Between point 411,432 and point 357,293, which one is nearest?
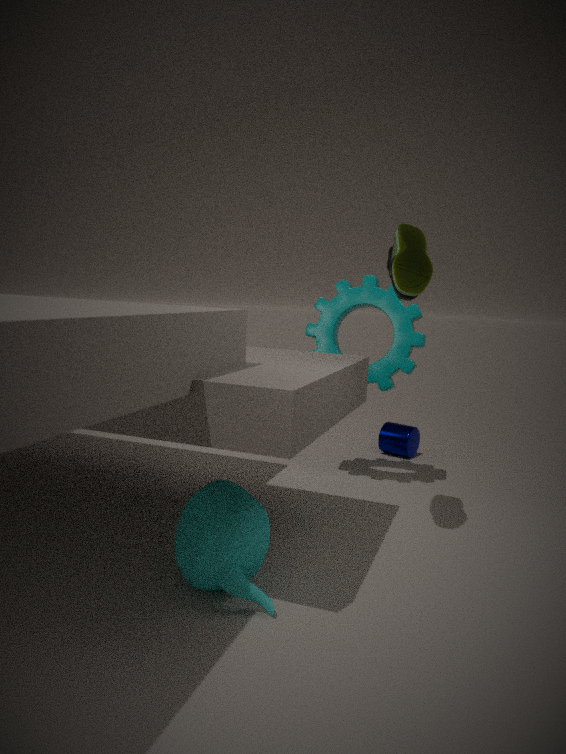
point 357,293
